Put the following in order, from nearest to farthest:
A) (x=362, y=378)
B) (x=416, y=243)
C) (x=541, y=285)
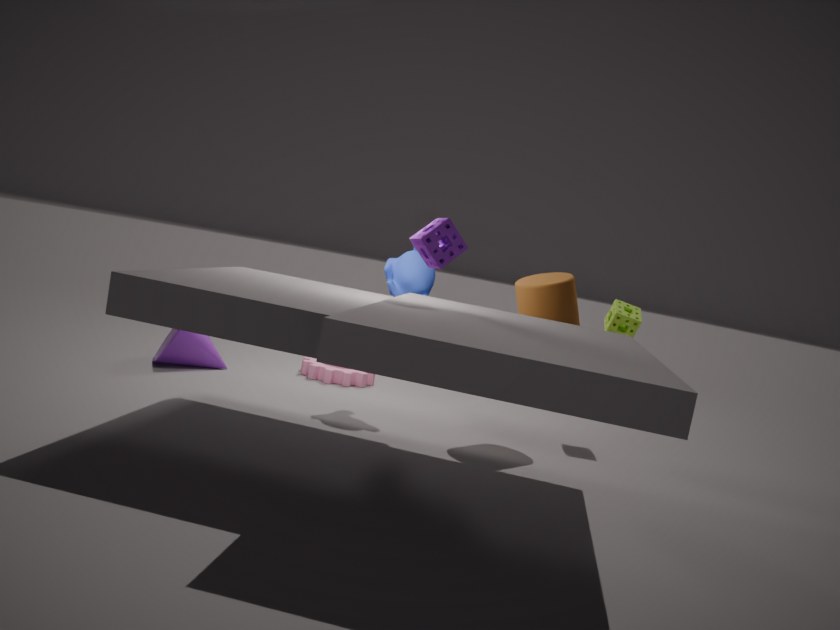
(x=416, y=243)
(x=541, y=285)
(x=362, y=378)
